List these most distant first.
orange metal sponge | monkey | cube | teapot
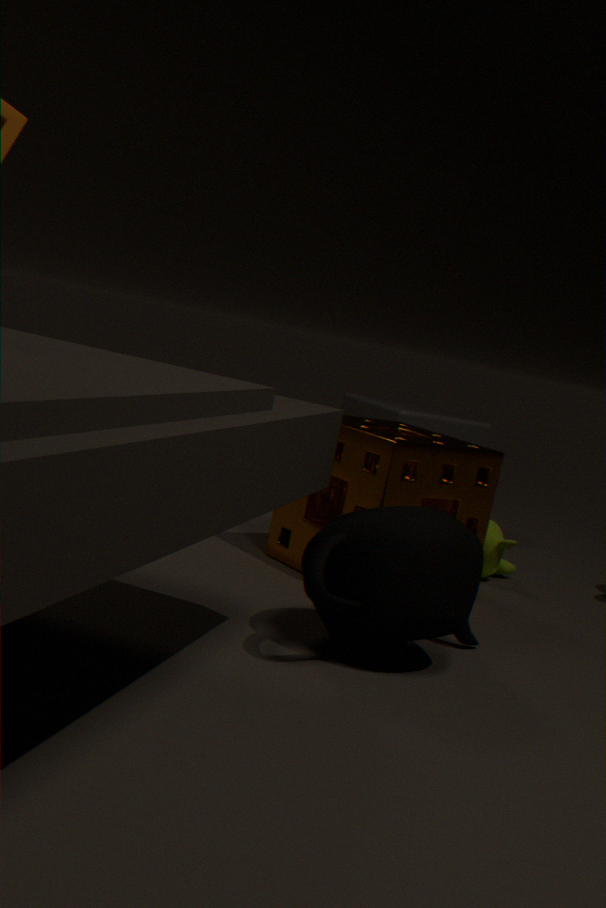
cube → monkey → orange metal sponge → teapot
